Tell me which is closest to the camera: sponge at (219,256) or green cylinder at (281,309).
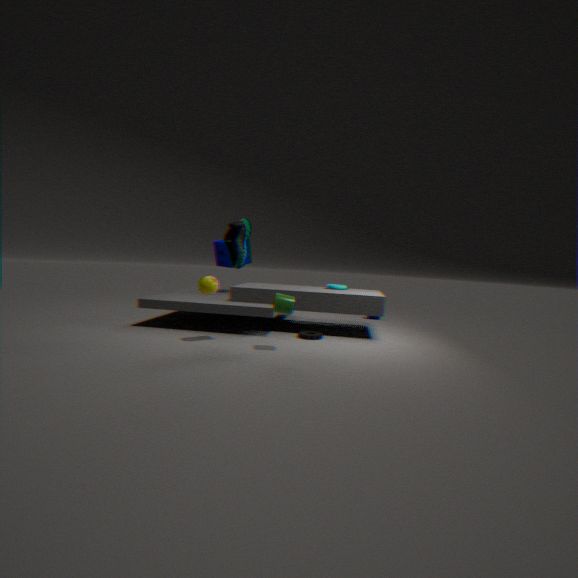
green cylinder at (281,309)
